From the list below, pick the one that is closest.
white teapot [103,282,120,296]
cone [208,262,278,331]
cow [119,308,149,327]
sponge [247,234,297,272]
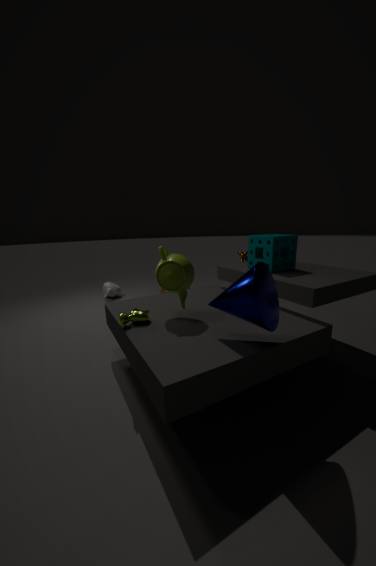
cone [208,262,278,331]
